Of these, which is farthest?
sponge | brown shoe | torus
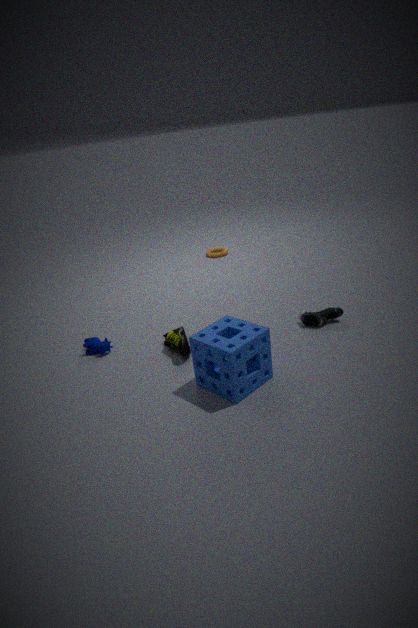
torus
